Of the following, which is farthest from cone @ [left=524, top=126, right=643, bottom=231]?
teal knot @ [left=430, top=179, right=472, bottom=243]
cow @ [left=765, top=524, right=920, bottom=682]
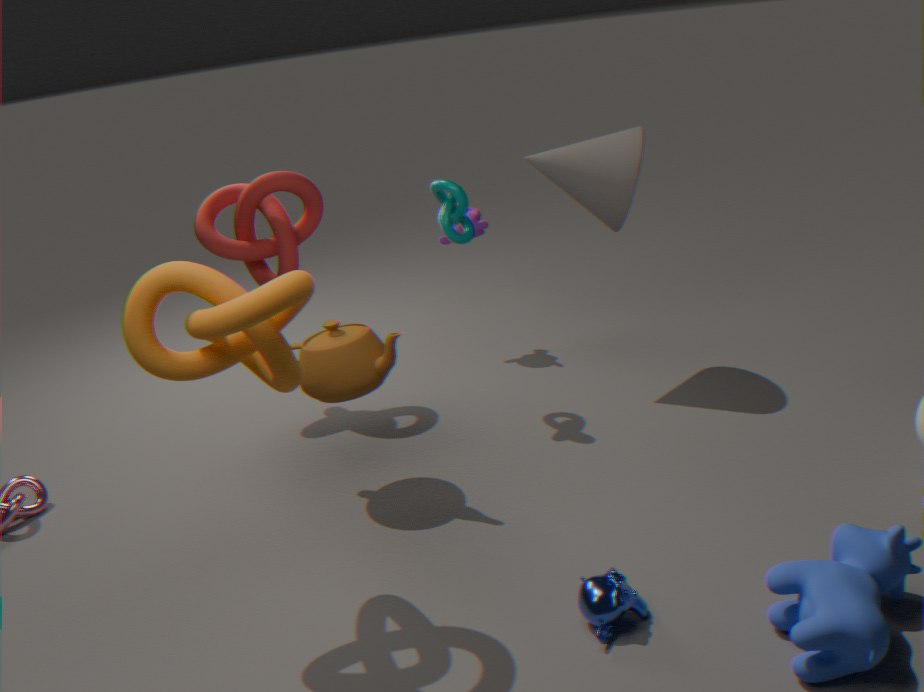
cow @ [left=765, top=524, right=920, bottom=682]
